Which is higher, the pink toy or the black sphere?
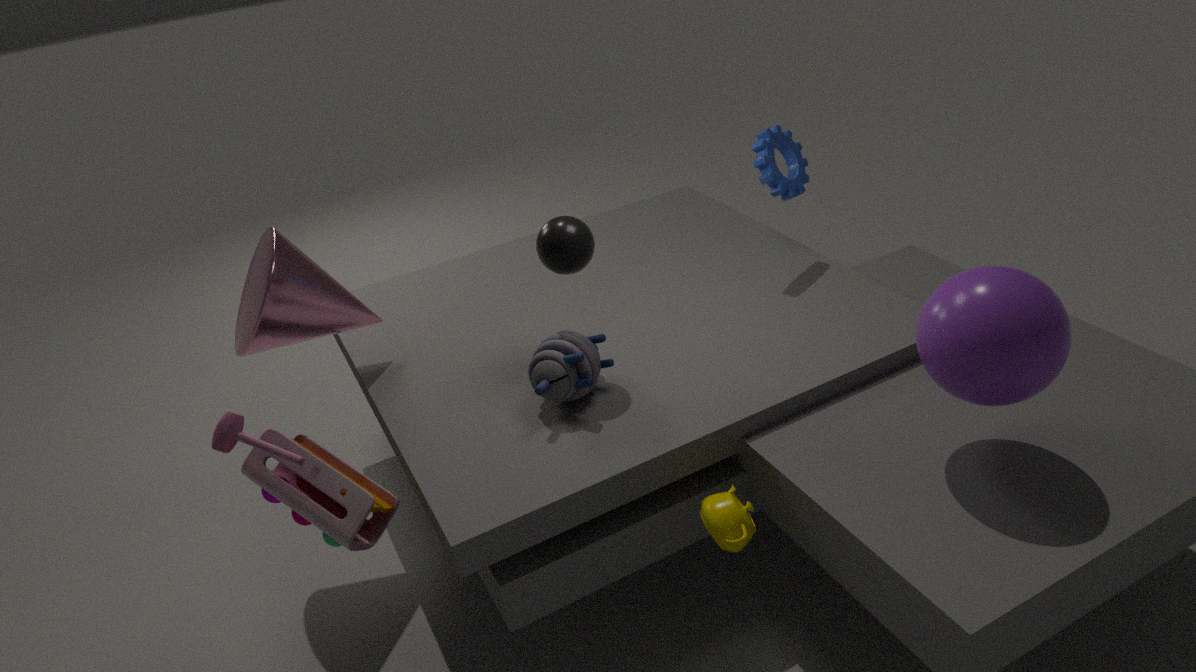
the black sphere
